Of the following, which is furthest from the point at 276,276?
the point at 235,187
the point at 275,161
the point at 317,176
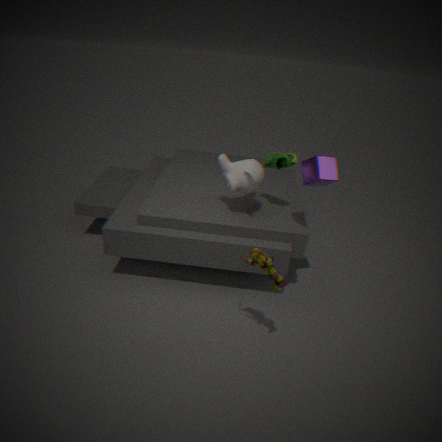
the point at 275,161
